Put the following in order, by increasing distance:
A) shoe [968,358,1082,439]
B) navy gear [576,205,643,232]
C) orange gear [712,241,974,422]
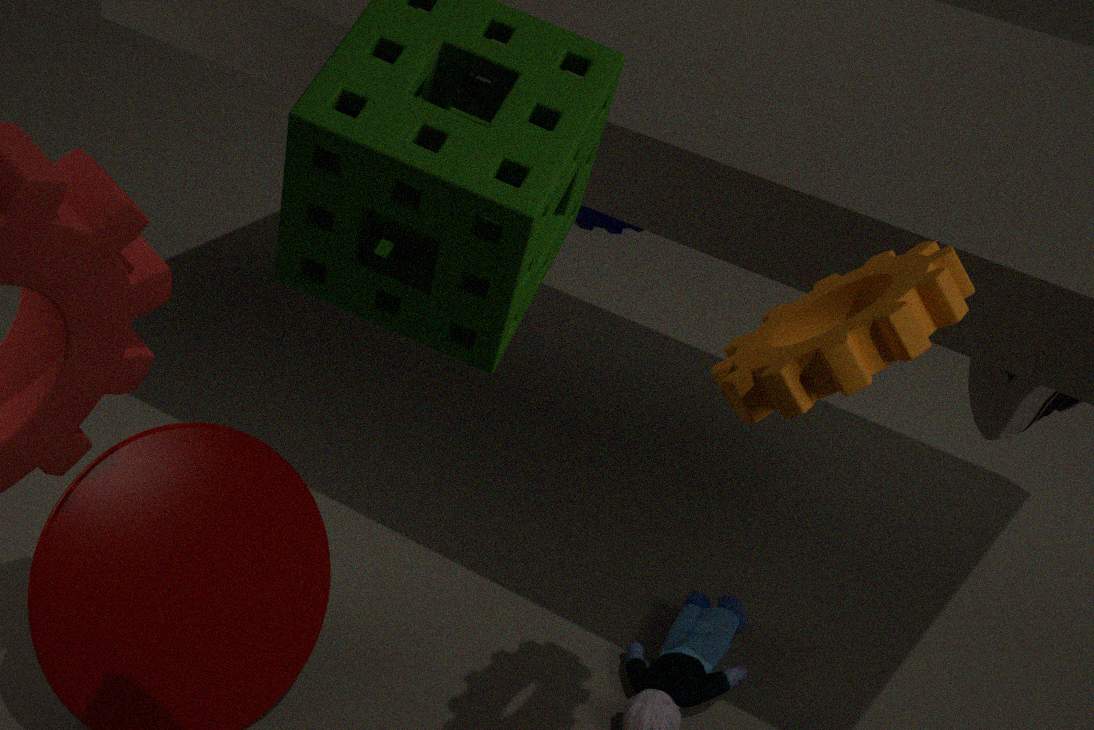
orange gear [712,241,974,422], shoe [968,358,1082,439], navy gear [576,205,643,232]
